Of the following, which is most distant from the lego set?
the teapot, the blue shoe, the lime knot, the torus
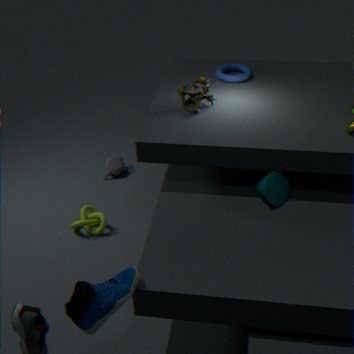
the blue shoe
